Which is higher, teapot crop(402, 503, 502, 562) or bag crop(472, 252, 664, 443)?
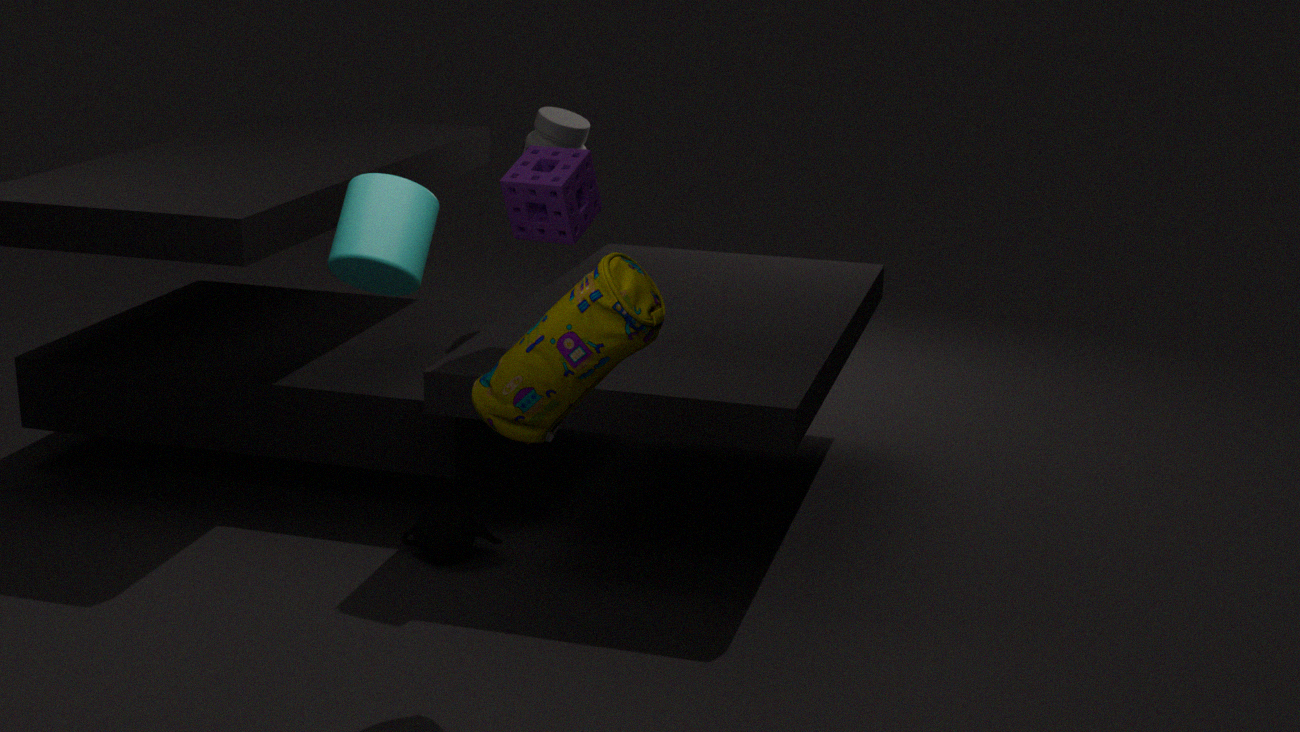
bag crop(472, 252, 664, 443)
